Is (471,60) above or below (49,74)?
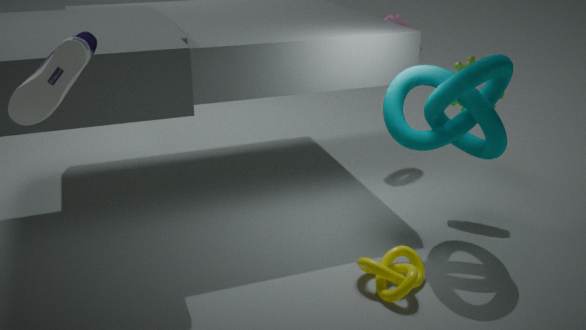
below
